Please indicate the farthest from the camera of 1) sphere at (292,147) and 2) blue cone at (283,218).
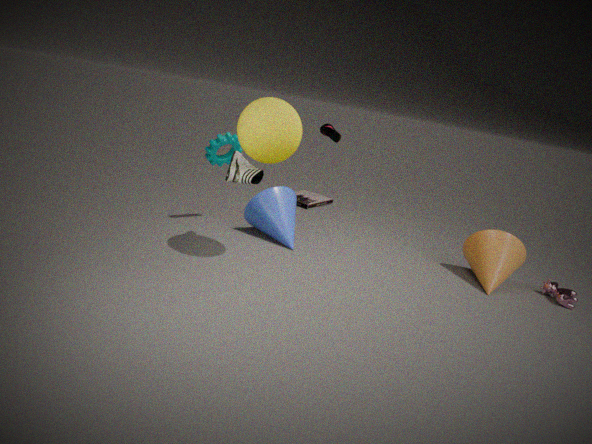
2. blue cone at (283,218)
